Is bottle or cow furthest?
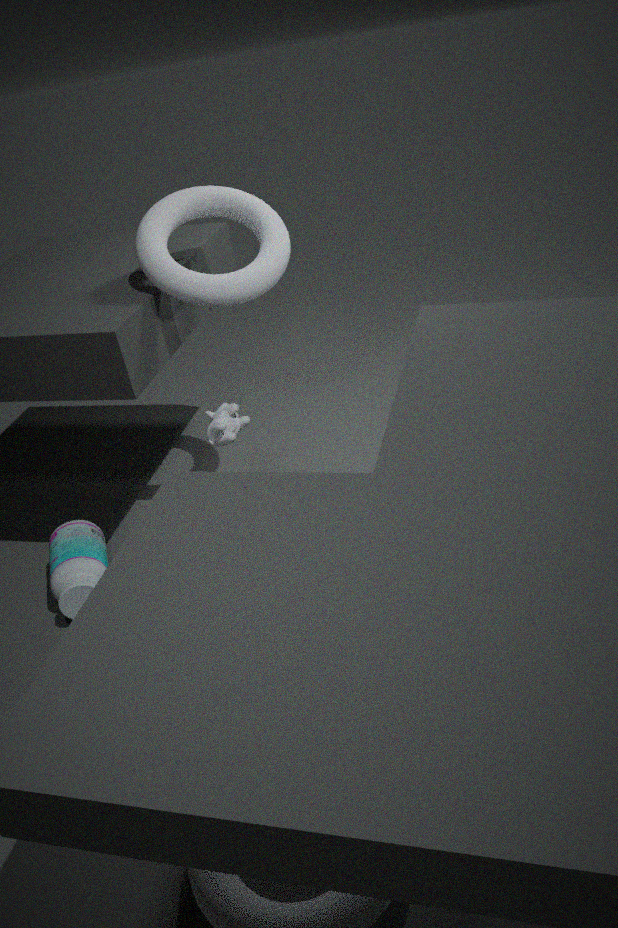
cow
